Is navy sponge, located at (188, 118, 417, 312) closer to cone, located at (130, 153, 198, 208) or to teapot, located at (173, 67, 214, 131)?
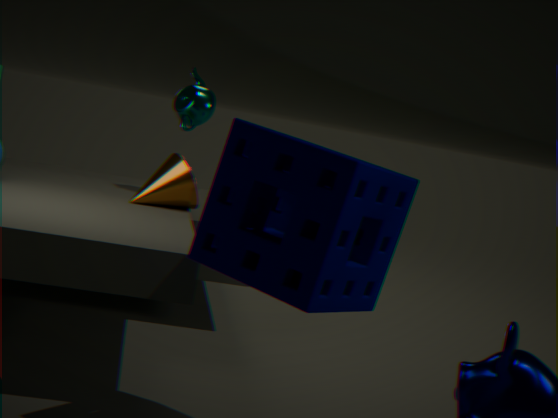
cone, located at (130, 153, 198, 208)
